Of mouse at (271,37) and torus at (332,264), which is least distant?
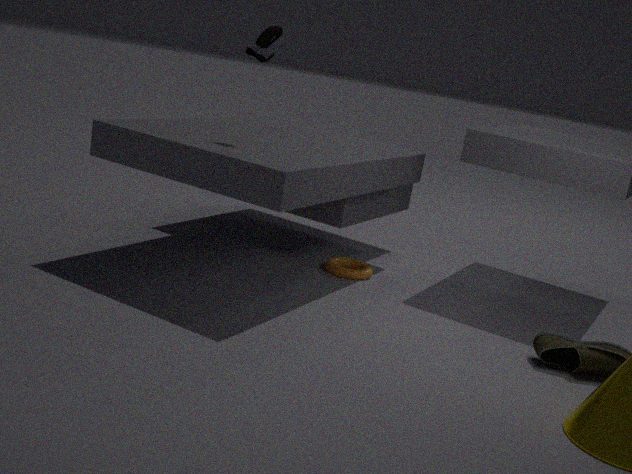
mouse at (271,37)
